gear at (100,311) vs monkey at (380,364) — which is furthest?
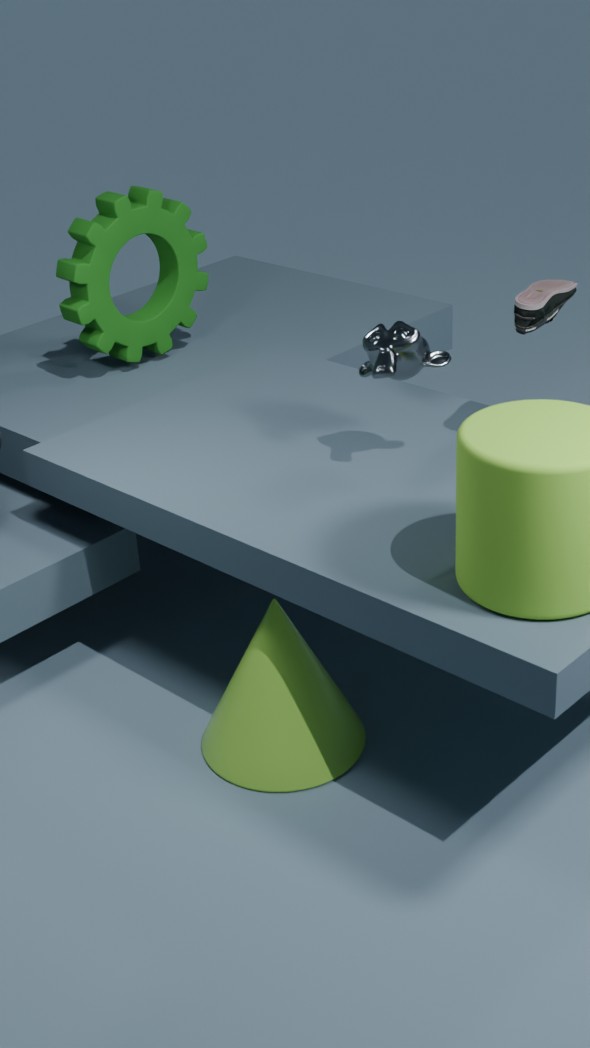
gear at (100,311)
